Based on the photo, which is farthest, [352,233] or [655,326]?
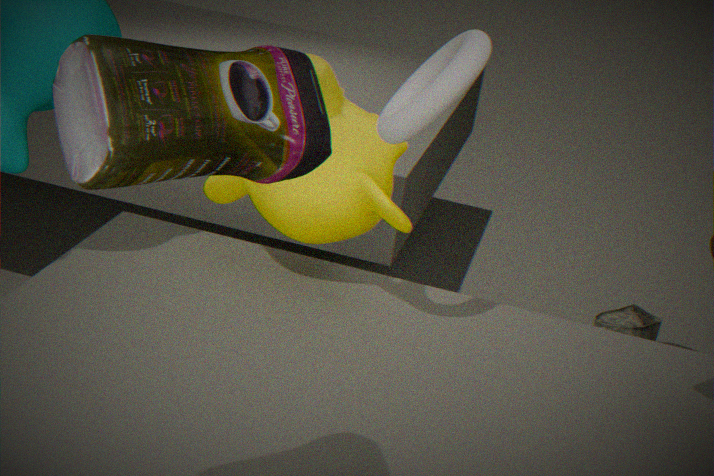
[655,326]
